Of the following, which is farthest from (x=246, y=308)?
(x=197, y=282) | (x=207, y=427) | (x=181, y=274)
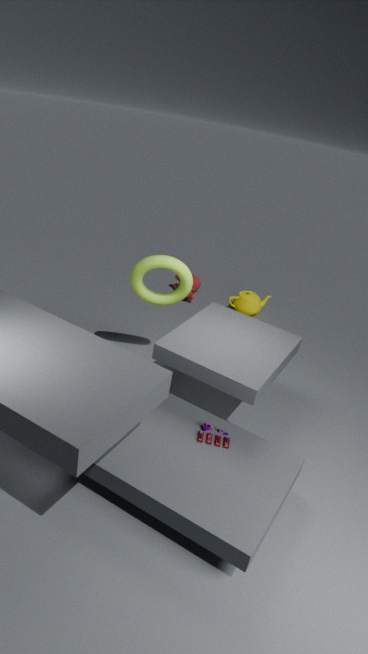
(x=207, y=427)
